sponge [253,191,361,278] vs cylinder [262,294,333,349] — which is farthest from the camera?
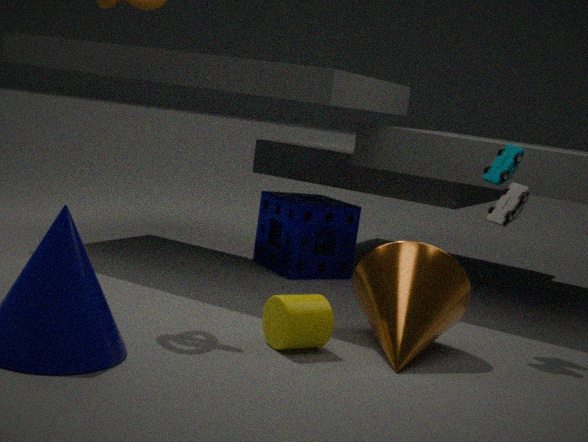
sponge [253,191,361,278]
